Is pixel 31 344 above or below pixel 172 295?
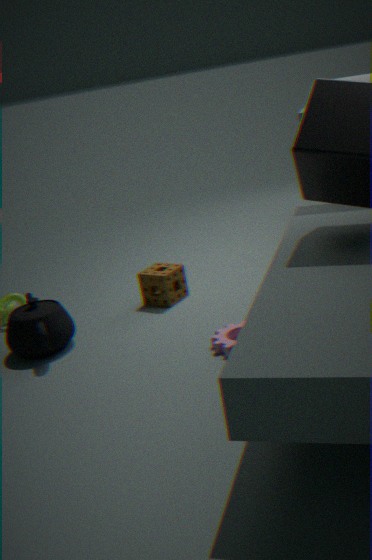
above
